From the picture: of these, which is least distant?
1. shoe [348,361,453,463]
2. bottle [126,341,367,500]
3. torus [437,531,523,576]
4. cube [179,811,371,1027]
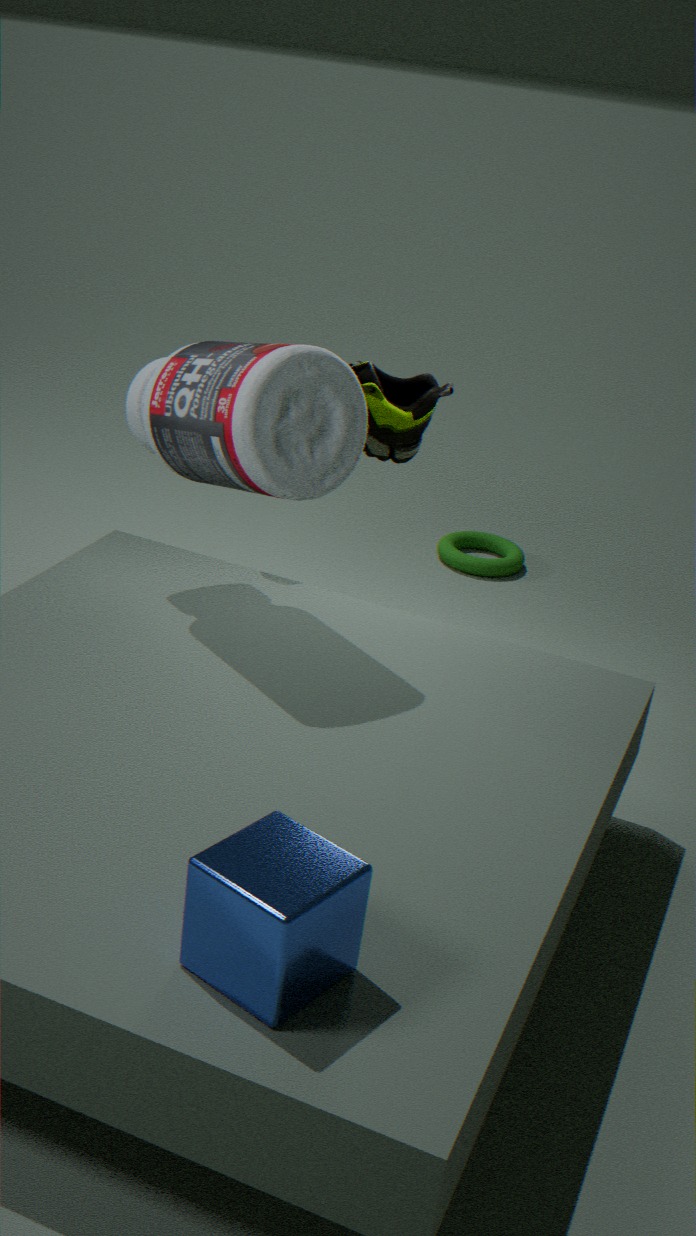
cube [179,811,371,1027]
